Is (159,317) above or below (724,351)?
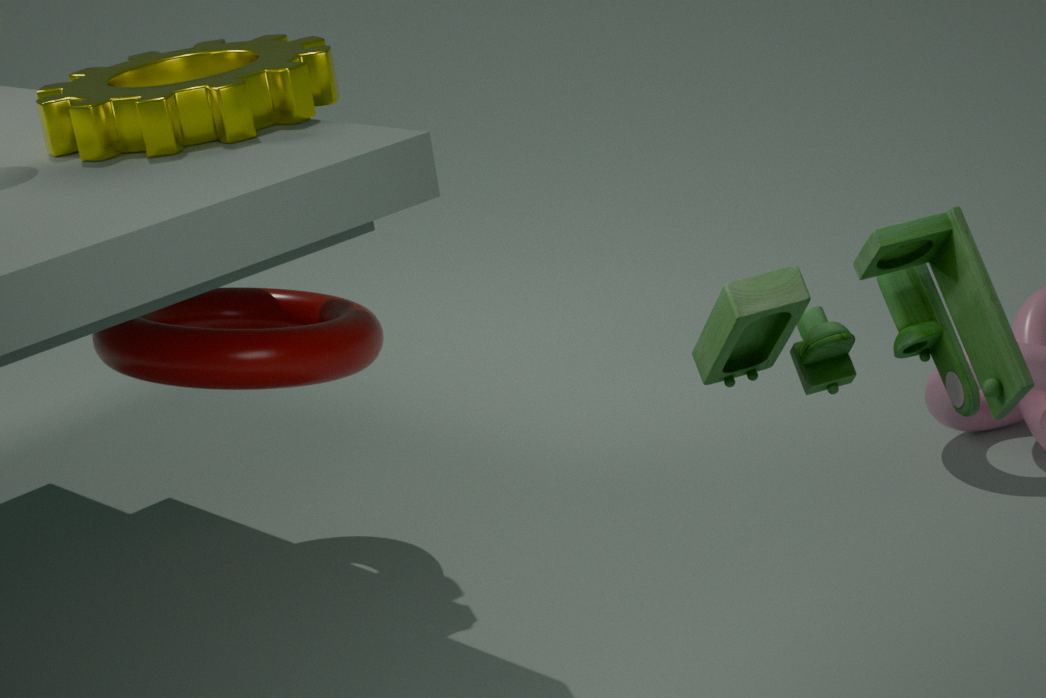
below
